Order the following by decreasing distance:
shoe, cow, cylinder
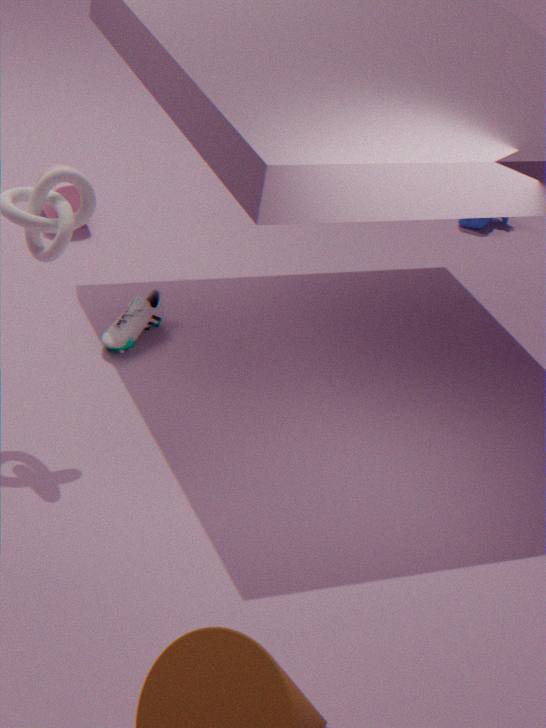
1. cow
2. cylinder
3. shoe
